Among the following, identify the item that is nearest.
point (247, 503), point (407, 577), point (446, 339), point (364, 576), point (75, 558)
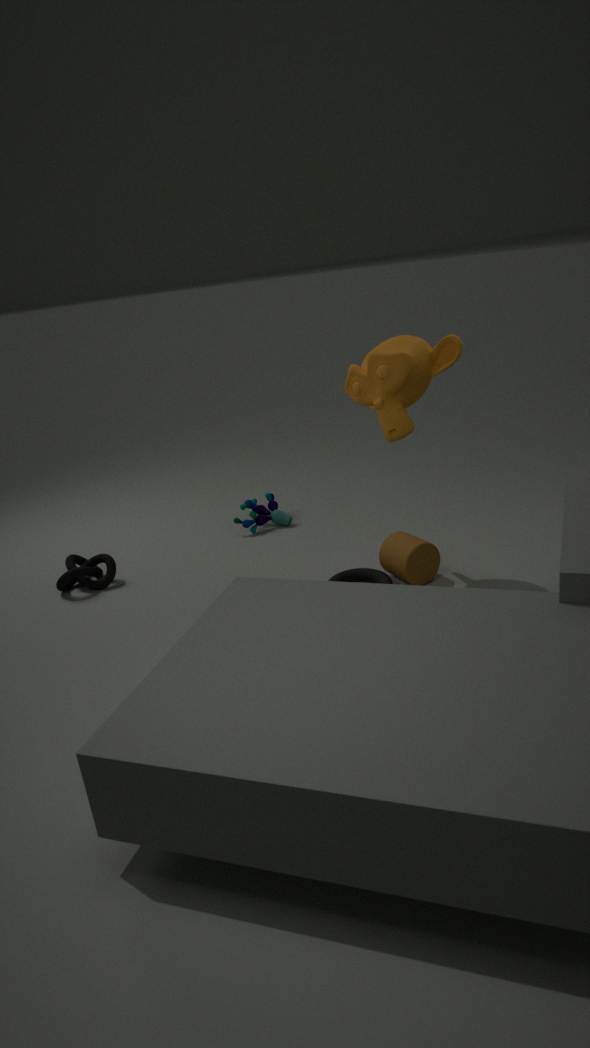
point (446, 339)
